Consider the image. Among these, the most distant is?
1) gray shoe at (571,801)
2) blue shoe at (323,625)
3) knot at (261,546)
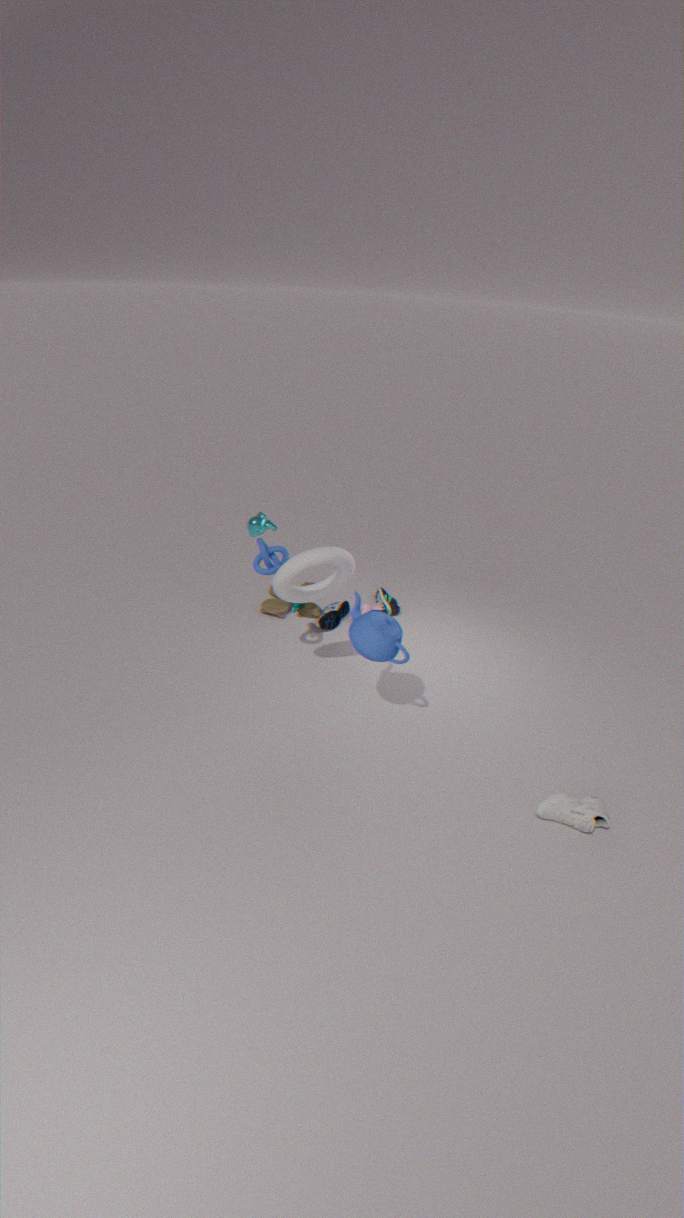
2. blue shoe at (323,625)
